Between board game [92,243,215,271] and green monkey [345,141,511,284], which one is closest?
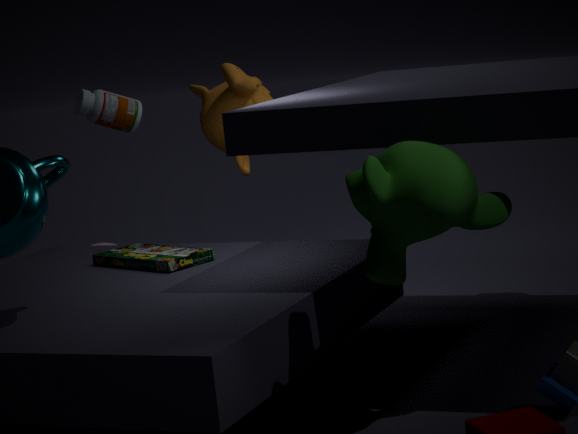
green monkey [345,141,511,284]
